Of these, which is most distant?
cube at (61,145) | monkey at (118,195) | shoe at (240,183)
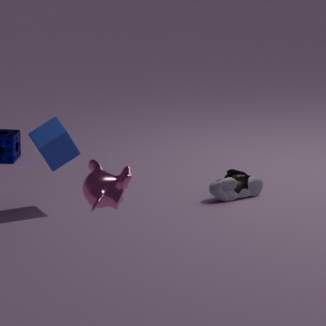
shoe at (240,183)
